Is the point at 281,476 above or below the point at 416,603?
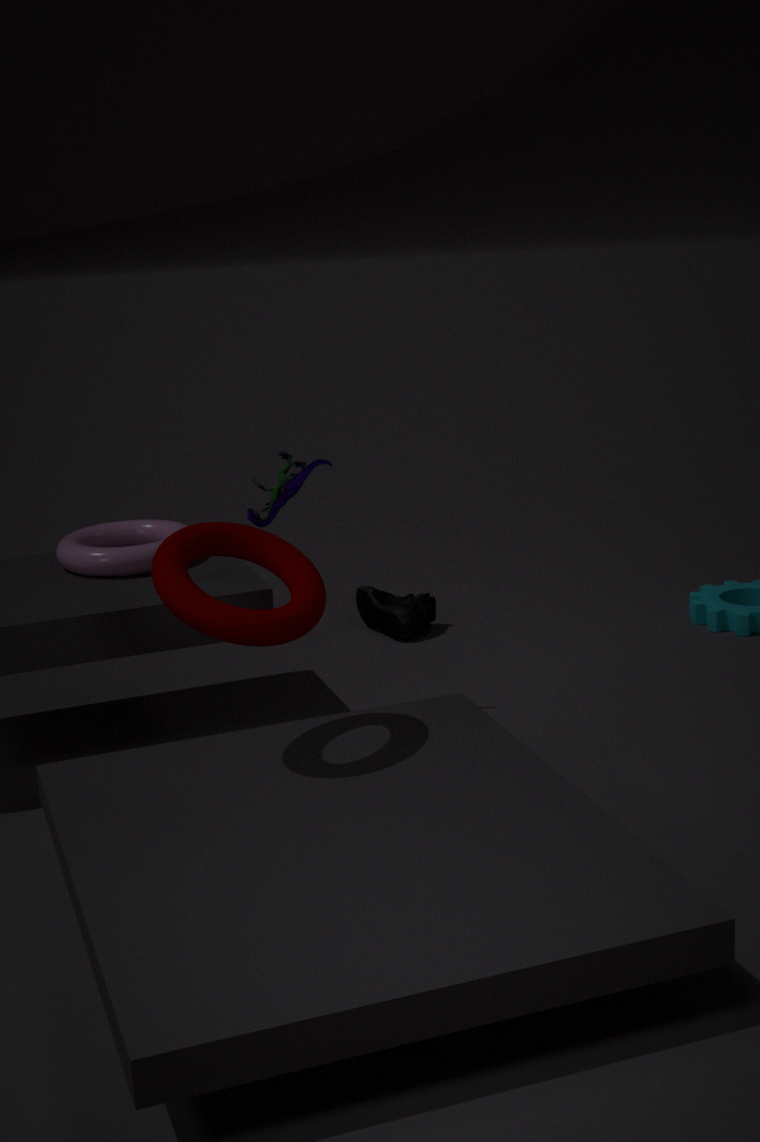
above
